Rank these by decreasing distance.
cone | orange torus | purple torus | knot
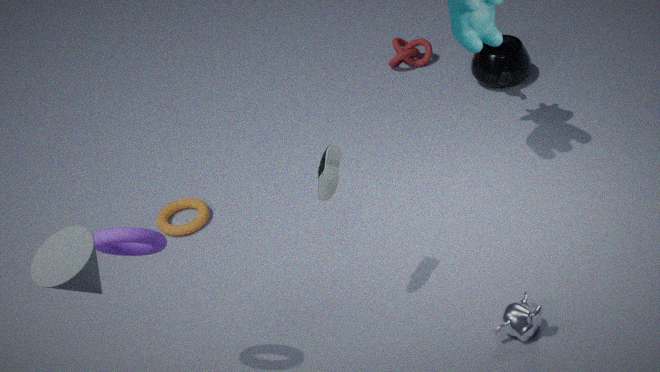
knot → orange torus → purple torus → cone
